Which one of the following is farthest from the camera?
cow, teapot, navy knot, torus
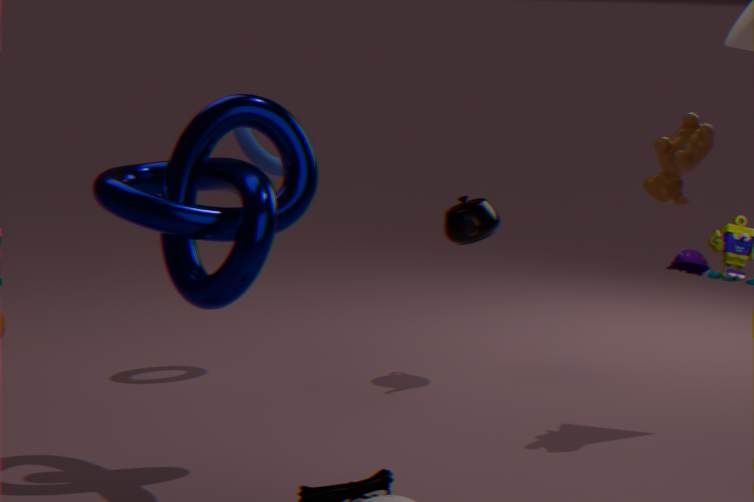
torus
